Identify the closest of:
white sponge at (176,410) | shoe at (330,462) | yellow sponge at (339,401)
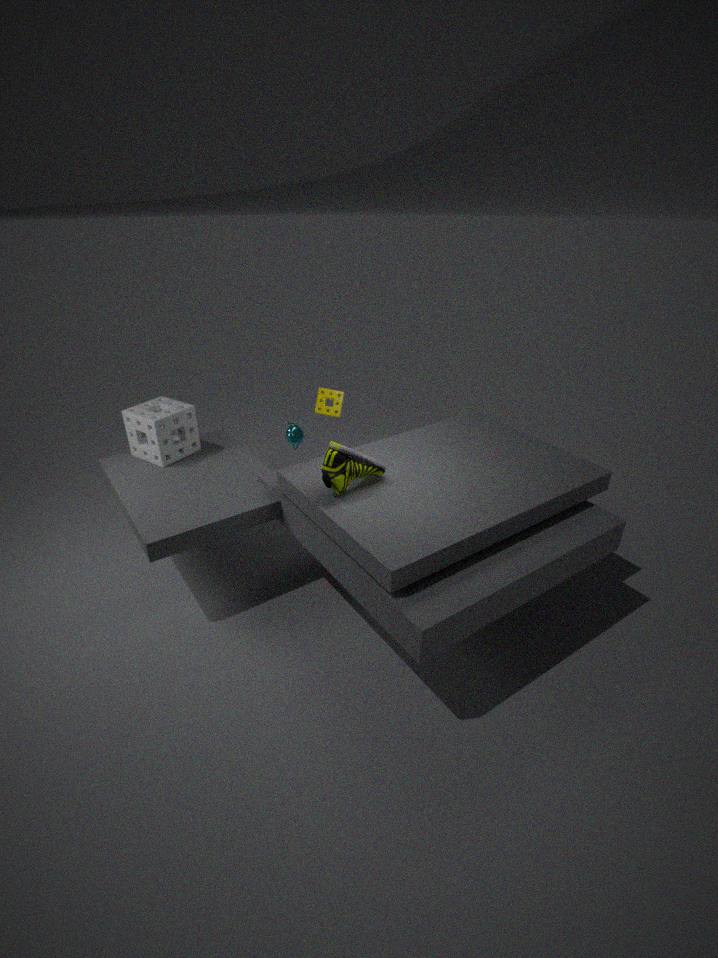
shoe at (330,462)
